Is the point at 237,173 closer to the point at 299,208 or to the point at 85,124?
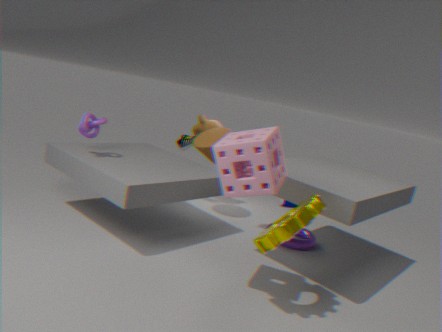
the point at 299,208
